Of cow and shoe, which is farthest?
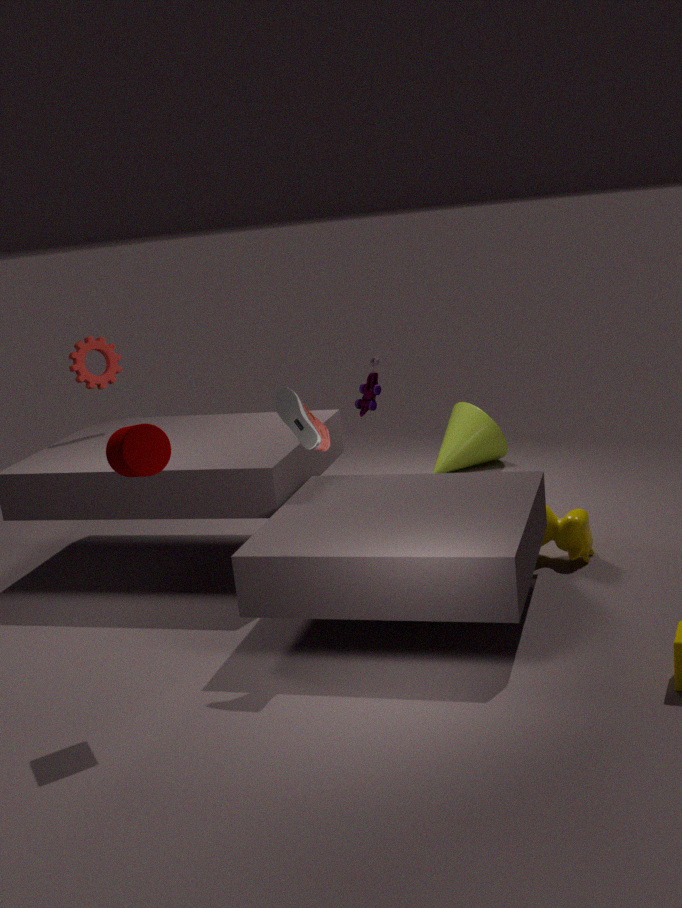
cow
